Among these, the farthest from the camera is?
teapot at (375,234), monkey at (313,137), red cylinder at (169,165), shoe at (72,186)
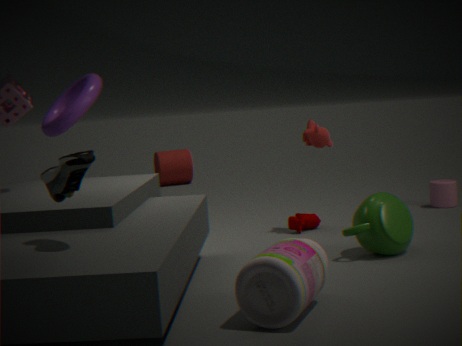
red cylinder at (169,165)
